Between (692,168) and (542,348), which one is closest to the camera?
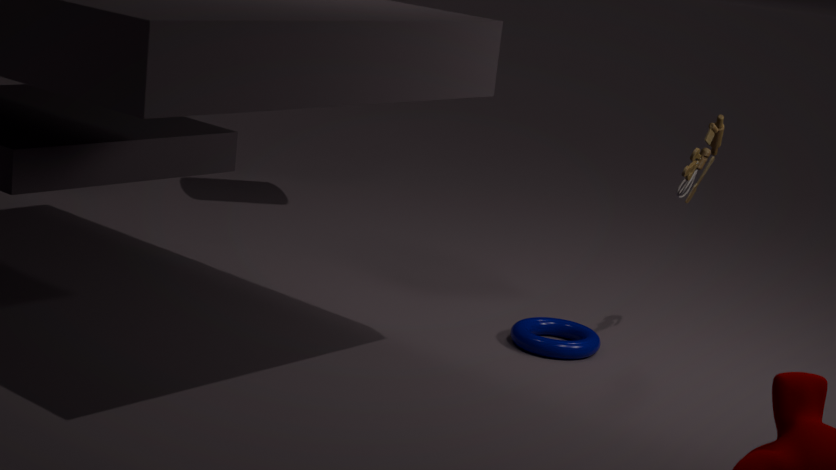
(692,168)
